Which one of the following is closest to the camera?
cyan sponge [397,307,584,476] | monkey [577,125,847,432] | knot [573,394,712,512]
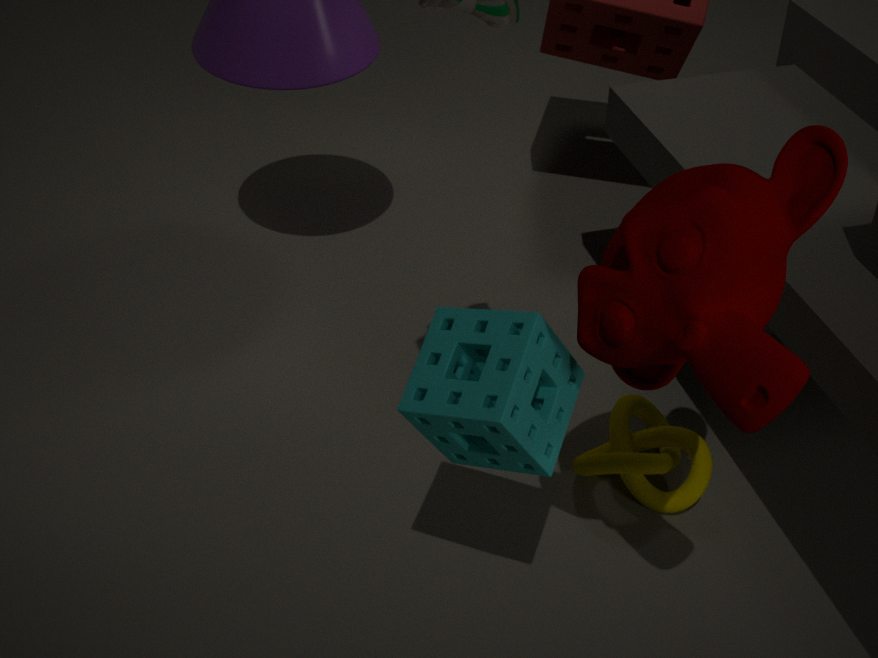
monkey [577,125,847,432]
